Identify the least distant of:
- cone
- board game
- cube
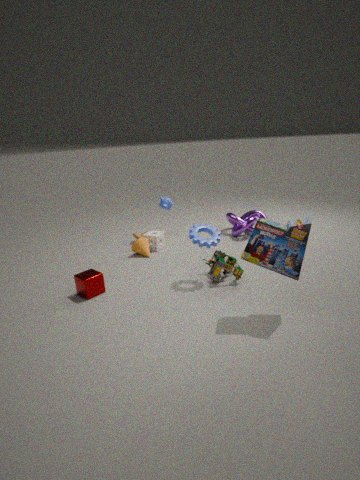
board game
